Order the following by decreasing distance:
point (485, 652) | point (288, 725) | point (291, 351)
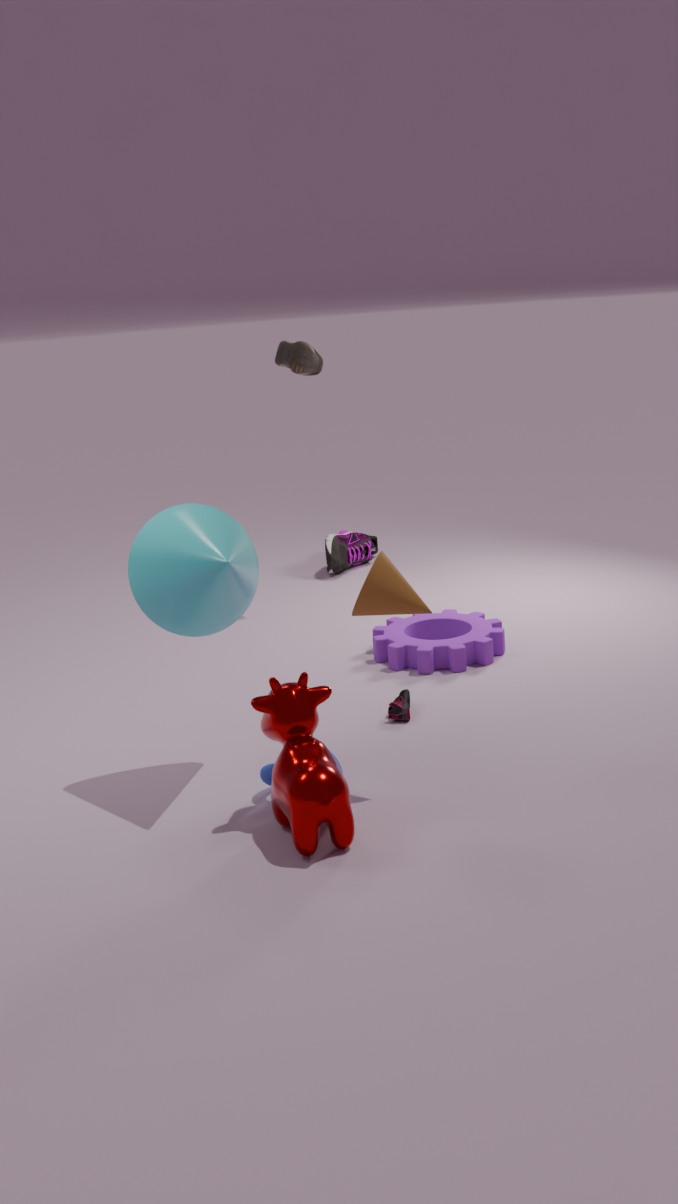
1. point (291, 351)
2. point (485, 652)
3. point (288, 725)
